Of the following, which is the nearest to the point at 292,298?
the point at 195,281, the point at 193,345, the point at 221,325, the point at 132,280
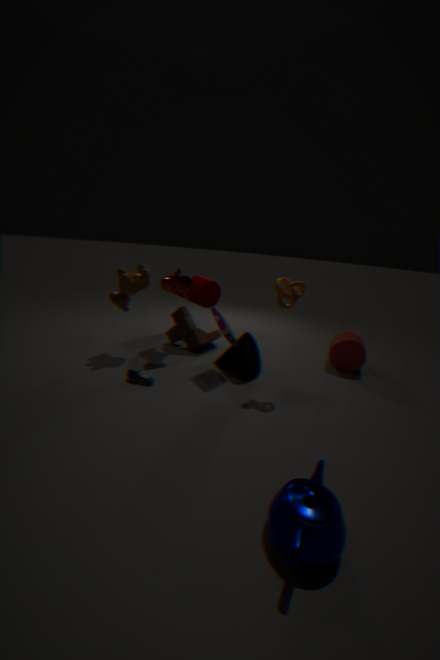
the point at 221,325
